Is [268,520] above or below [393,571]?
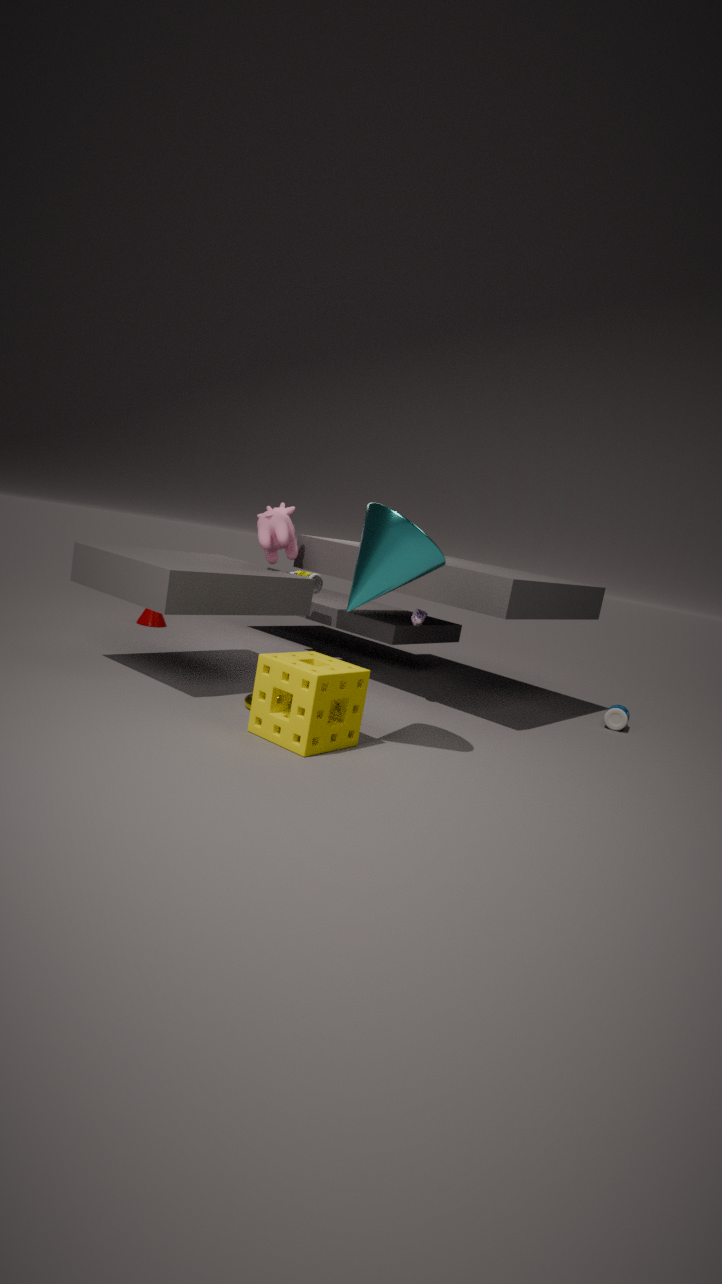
below
